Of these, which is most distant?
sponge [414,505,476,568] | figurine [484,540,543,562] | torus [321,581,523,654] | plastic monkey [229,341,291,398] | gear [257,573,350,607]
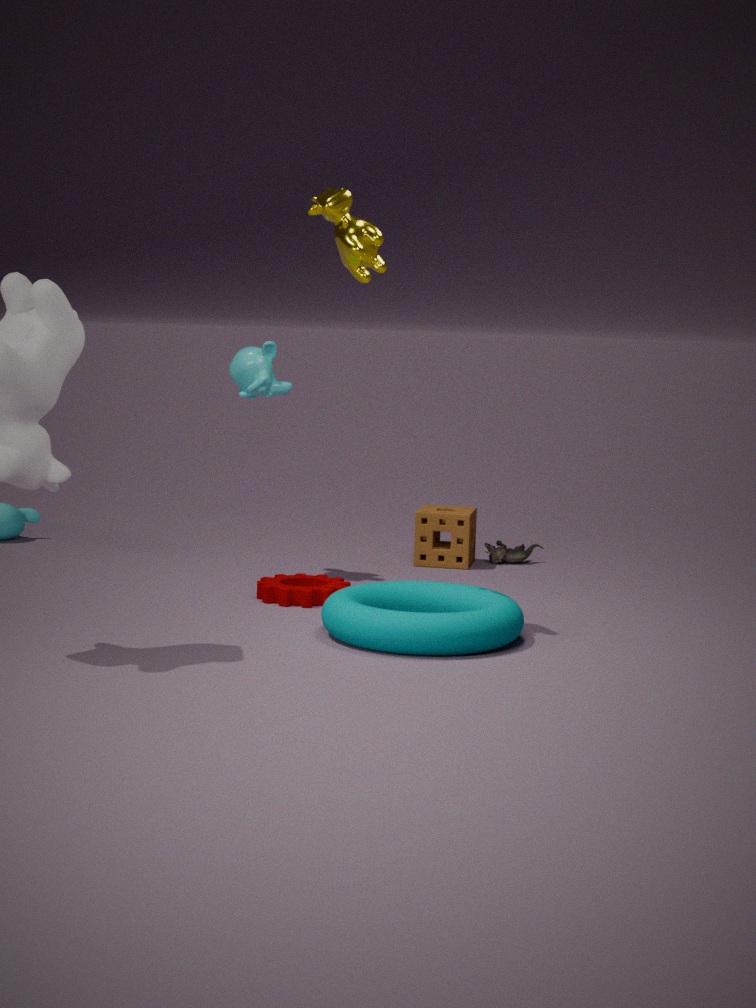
figurine [484,540,543,562]
